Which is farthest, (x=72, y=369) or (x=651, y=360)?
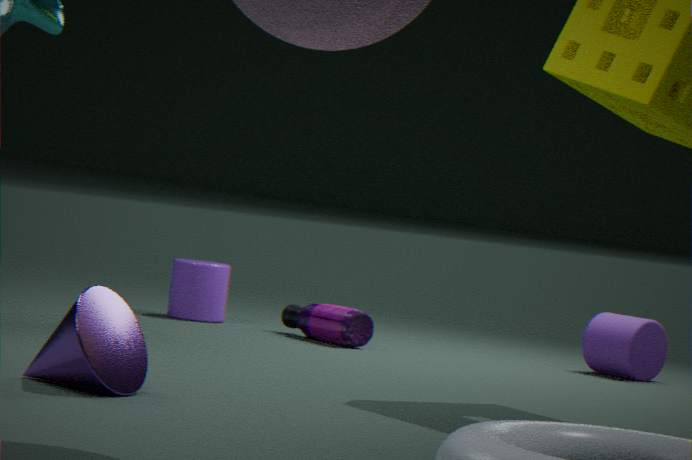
(x=651, y=360)
